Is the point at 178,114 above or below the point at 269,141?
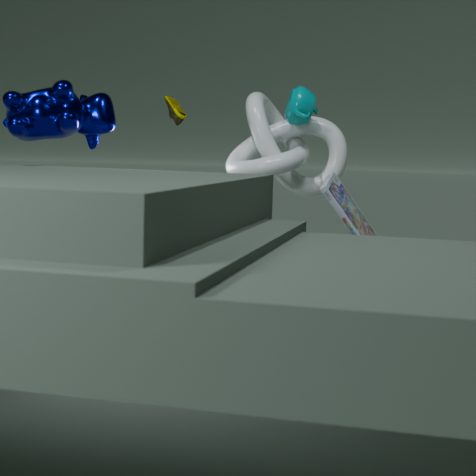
above
